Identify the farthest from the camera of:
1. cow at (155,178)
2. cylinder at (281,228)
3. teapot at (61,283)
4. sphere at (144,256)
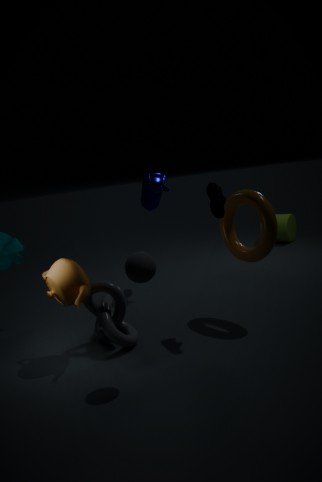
cylinder at (281,228)
